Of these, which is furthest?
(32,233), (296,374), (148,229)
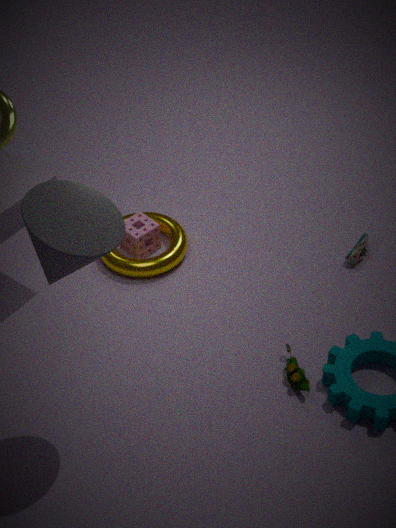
(148,229)
